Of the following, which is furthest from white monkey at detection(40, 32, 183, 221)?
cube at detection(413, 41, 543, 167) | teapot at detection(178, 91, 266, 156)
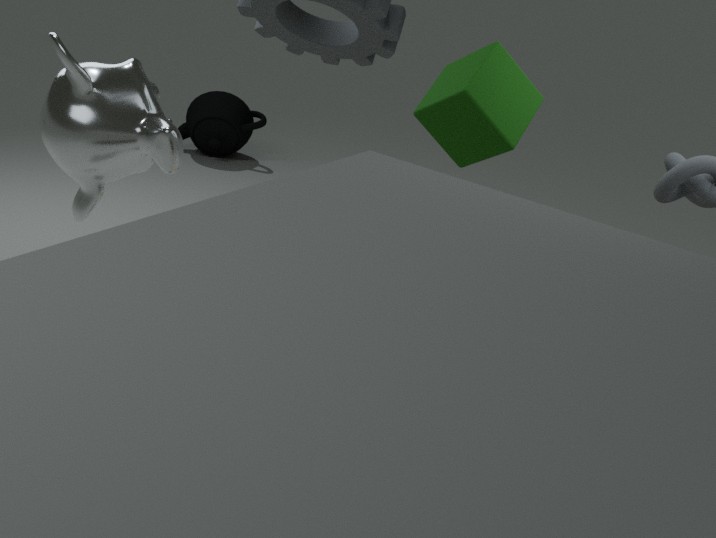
teapot at detection(178, 91, 266, 156)
